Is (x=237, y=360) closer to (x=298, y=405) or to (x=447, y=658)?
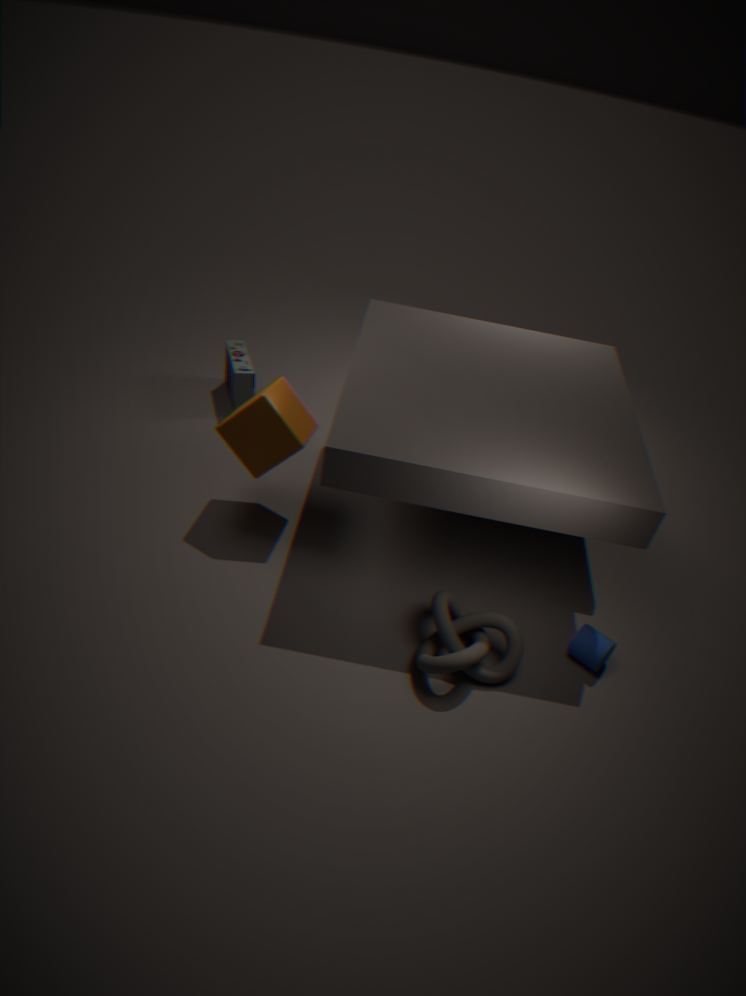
(x=298, y=405)
